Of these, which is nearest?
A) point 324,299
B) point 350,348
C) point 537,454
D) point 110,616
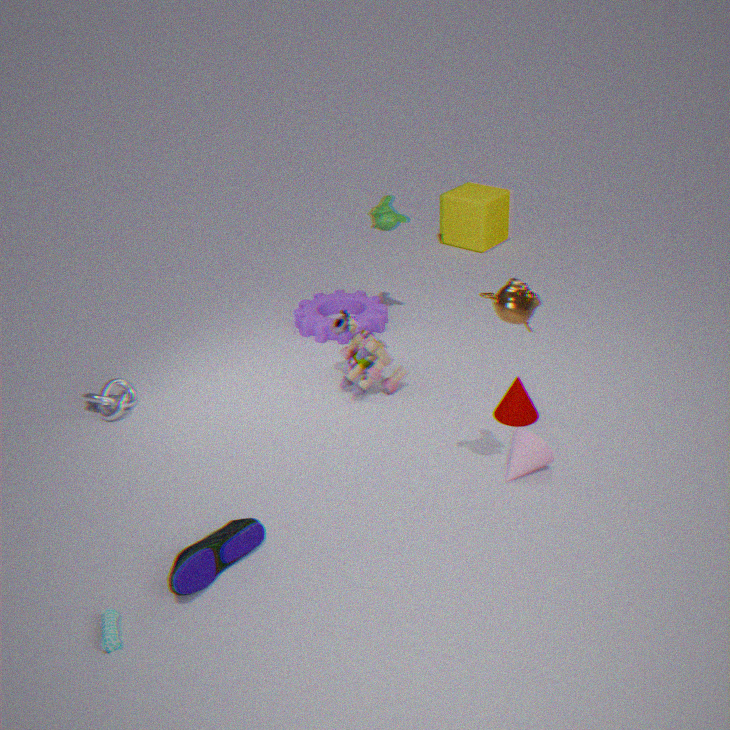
point 110,616
